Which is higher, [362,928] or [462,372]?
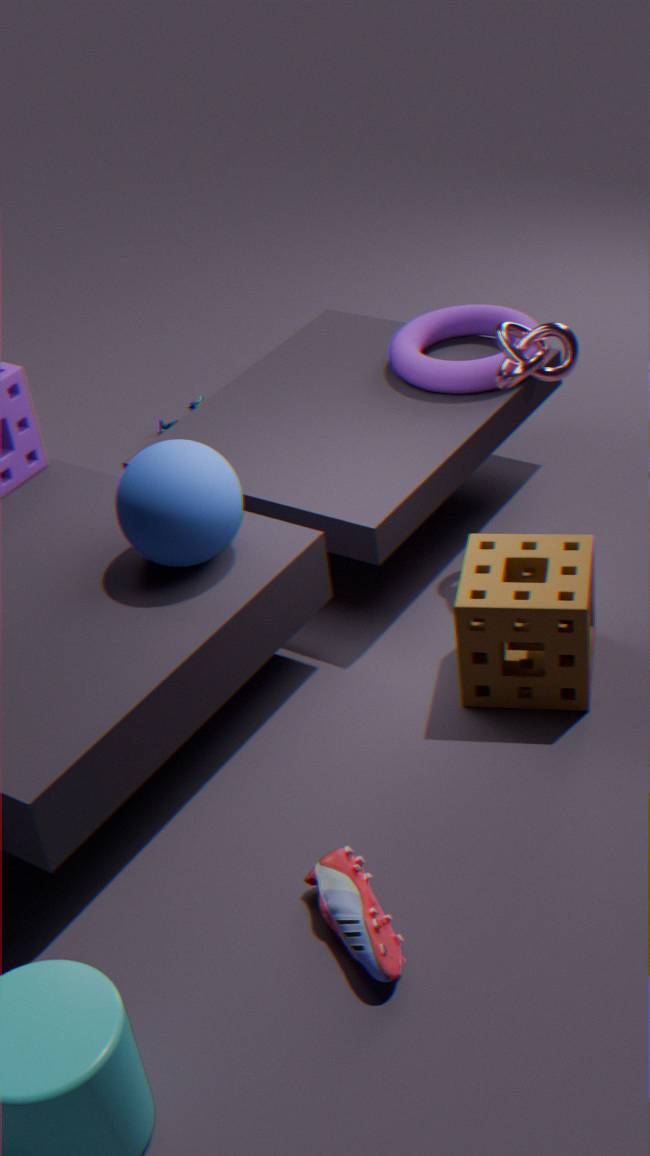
[462,372]
